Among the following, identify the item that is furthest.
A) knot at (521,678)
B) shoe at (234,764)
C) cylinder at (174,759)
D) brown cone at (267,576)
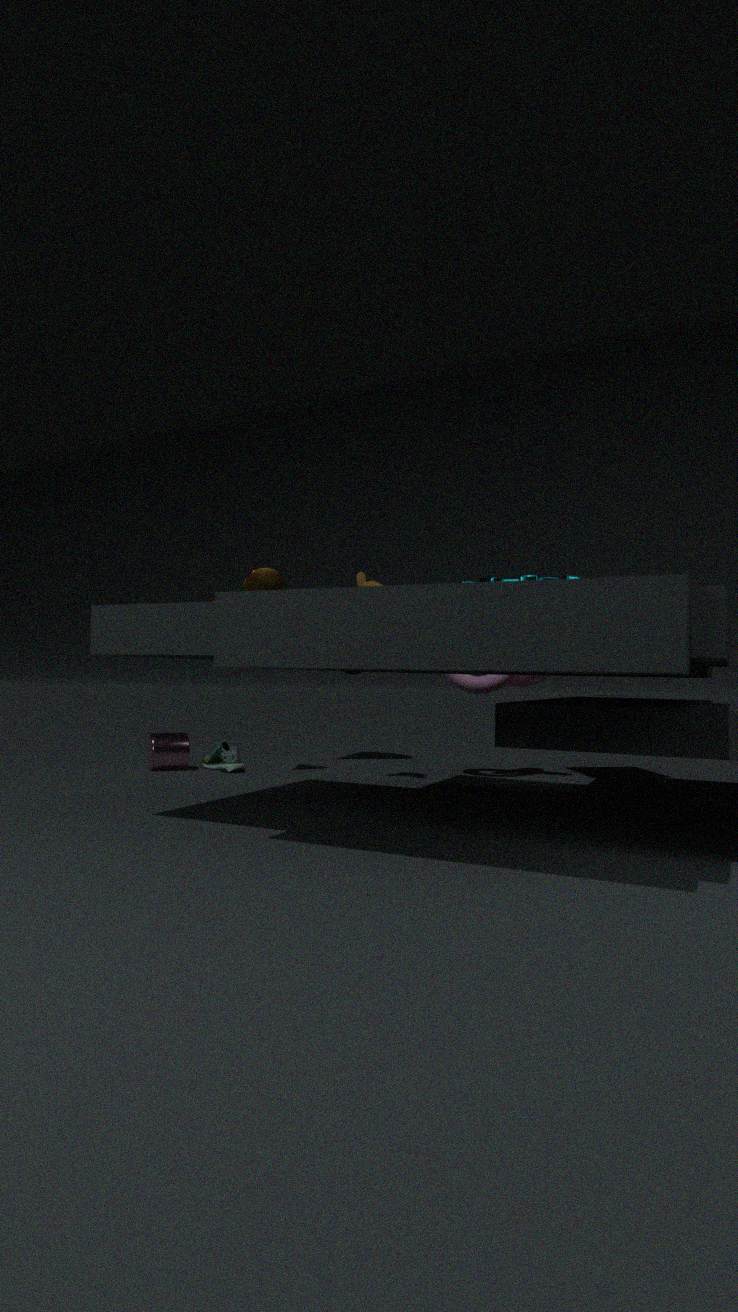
shoe at (234,764)
